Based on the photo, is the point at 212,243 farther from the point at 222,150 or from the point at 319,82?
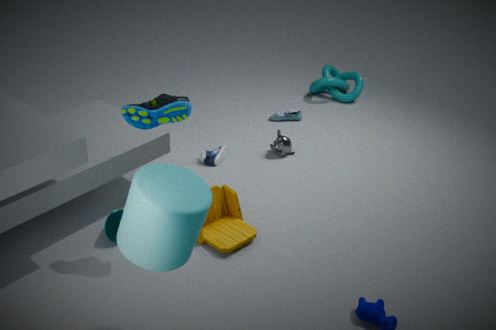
the point at 319,82
